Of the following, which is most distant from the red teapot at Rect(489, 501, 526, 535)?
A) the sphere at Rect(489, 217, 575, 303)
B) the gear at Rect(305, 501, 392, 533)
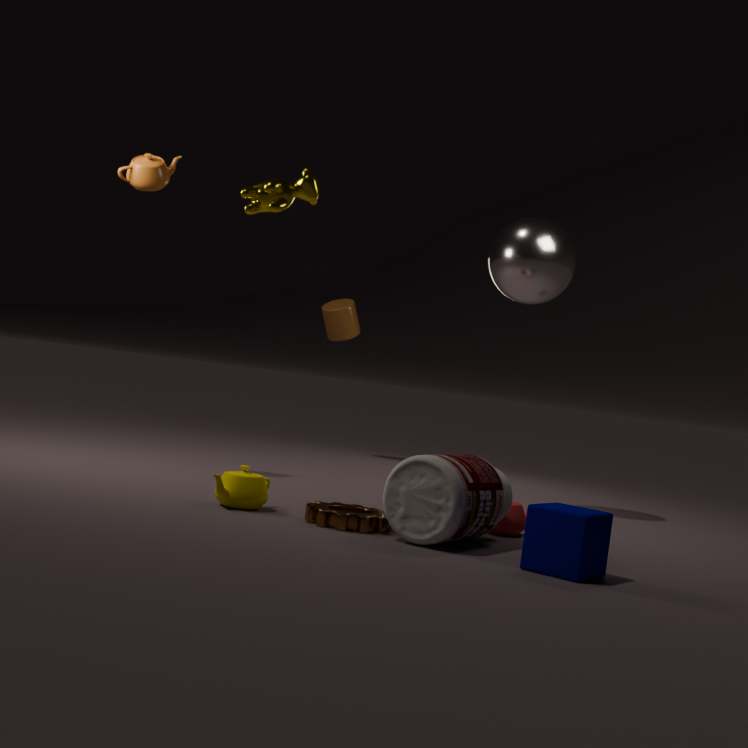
the sphere at Rect(489, 217, 575, 303)
